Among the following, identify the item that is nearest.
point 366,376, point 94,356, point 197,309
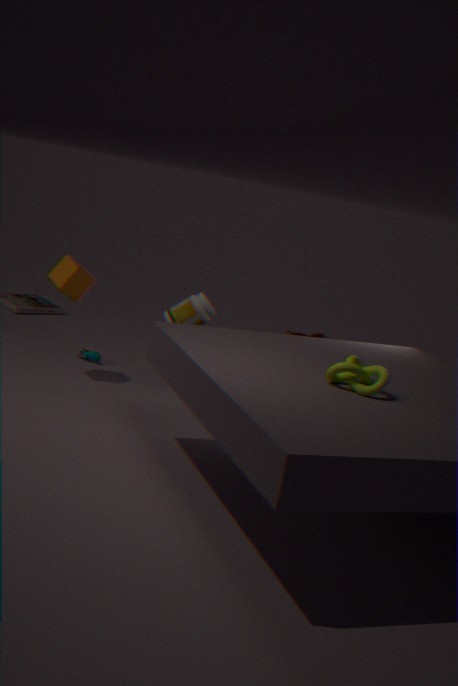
point 366,376
